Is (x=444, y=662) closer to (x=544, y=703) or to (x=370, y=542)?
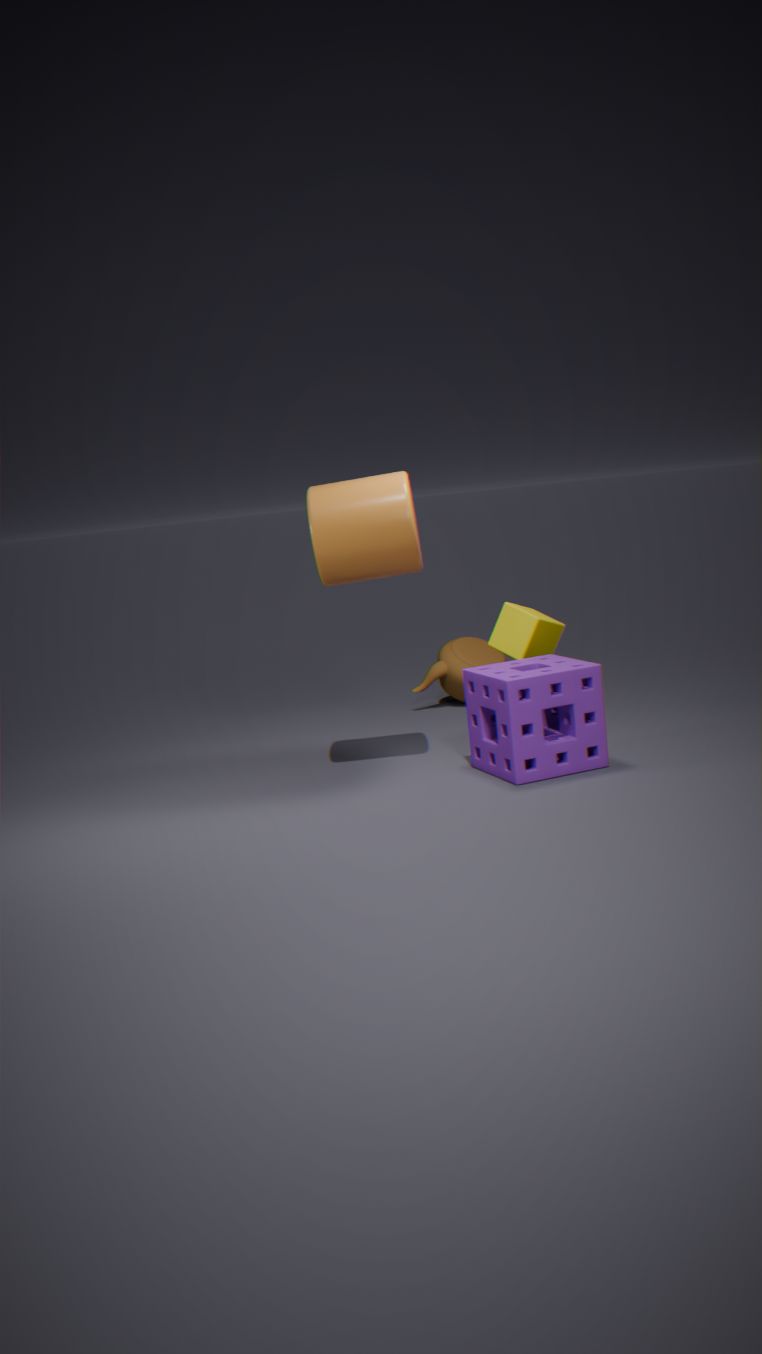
(x=544, y=703)
